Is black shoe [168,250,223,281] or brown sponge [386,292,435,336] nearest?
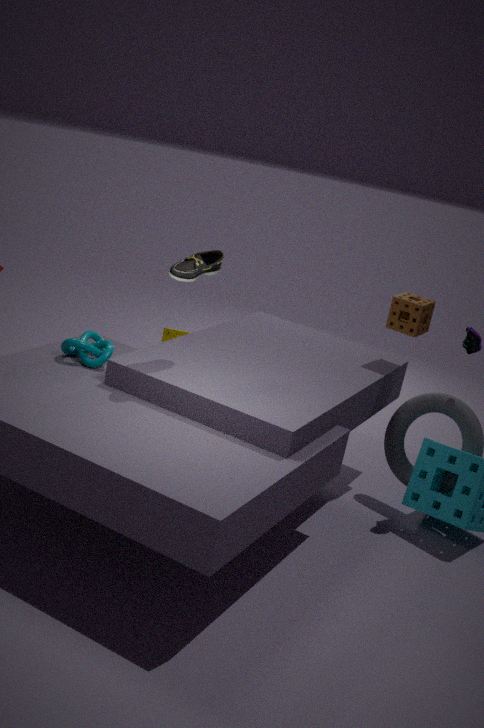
black shoe [168,250,223,281]
